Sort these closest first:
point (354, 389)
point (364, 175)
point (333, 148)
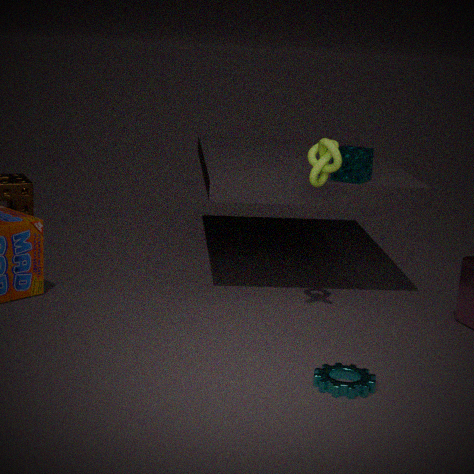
point (354, 389) → point (333, 148) → point (364, 175)
